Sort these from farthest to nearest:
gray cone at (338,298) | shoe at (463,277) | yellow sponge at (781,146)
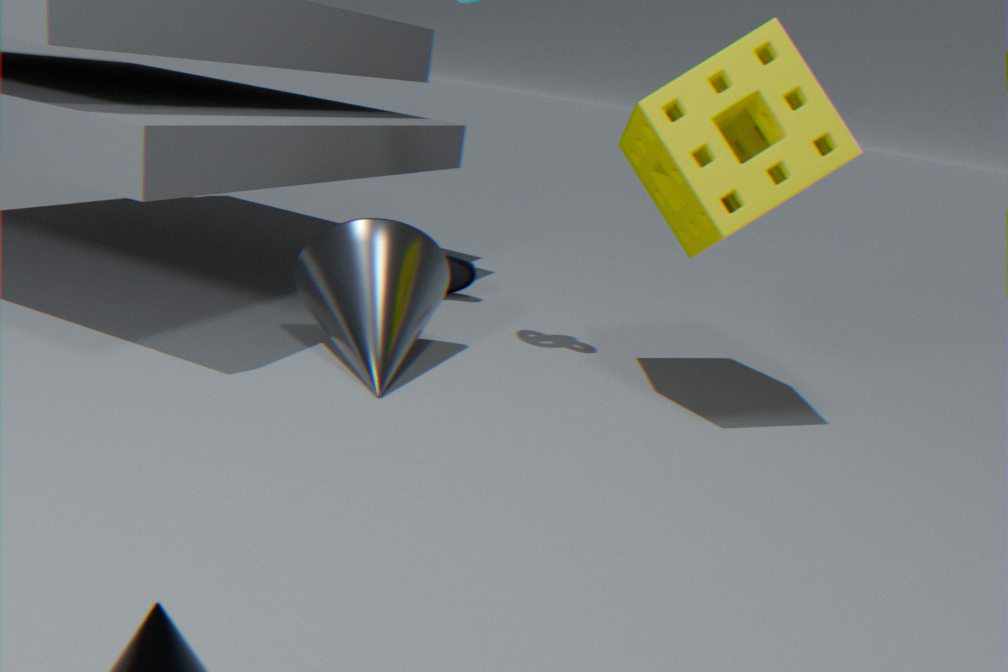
shoe at (463,277), gray cone at (338,298), yellow sponge at (781,146)
